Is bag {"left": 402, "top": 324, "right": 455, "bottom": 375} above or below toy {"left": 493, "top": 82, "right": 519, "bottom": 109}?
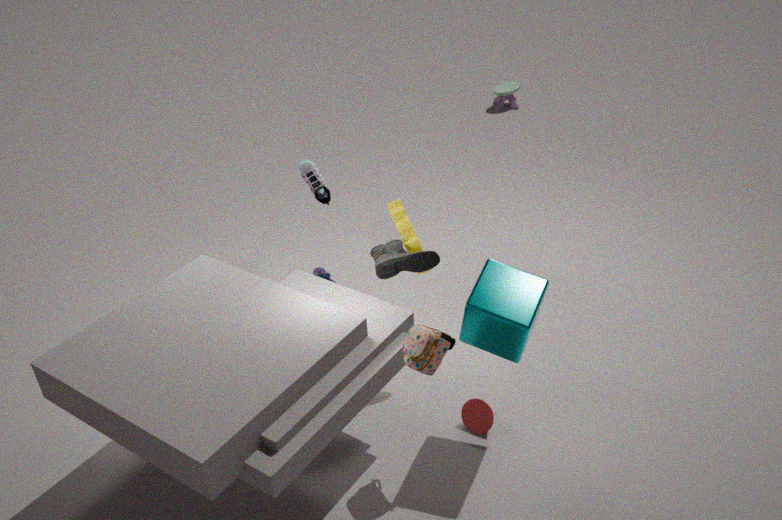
above
